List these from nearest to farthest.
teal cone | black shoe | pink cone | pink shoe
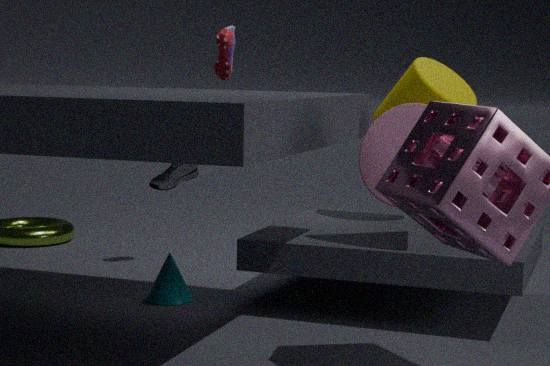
black shoe → pink cone → teal cone → pink shoe
